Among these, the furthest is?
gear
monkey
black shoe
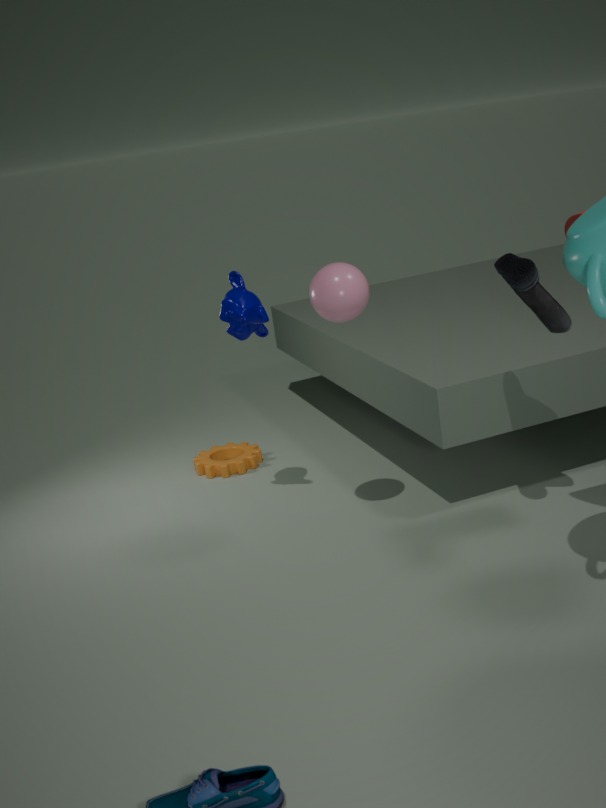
gear
